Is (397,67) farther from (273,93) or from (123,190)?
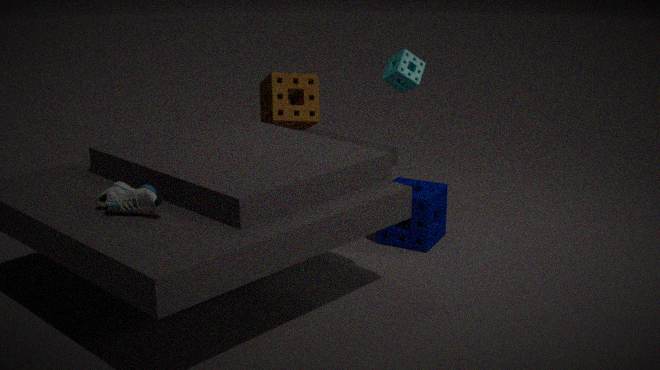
(123,190)
